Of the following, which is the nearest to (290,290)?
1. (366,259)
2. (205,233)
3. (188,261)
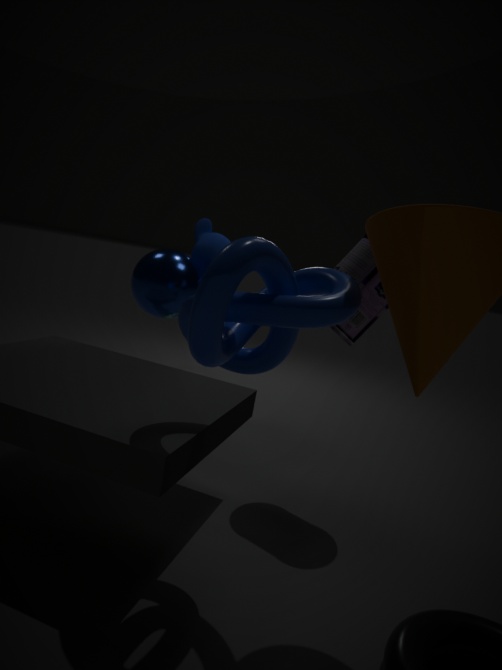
(366,259)
